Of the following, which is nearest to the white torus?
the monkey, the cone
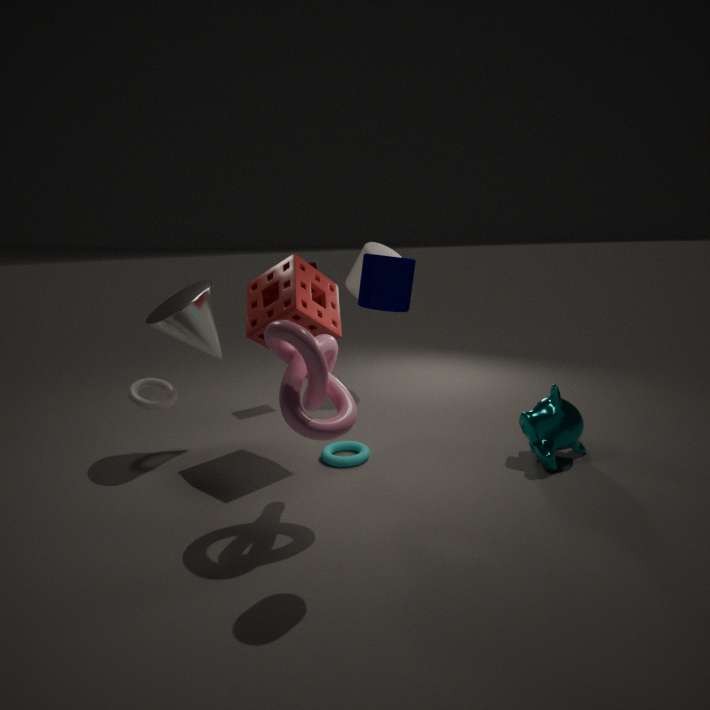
the cone
